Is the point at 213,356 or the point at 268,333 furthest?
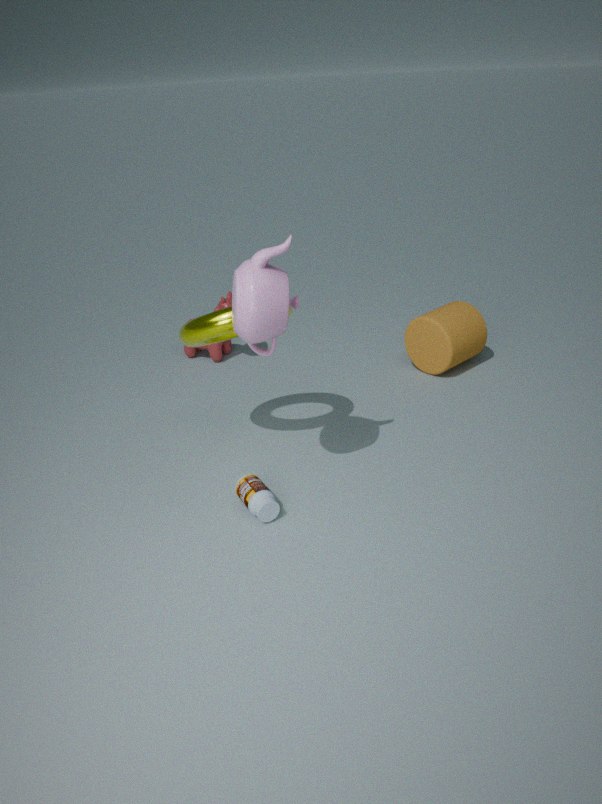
the point at 213,356
